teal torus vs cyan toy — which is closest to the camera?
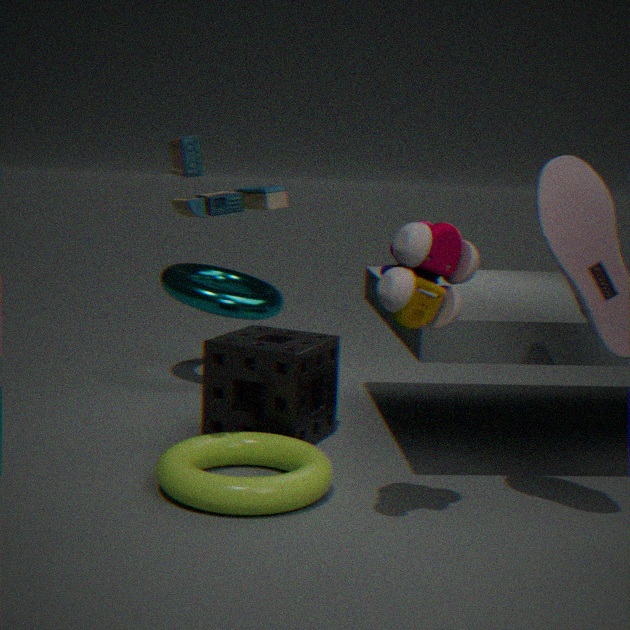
cyan toy
